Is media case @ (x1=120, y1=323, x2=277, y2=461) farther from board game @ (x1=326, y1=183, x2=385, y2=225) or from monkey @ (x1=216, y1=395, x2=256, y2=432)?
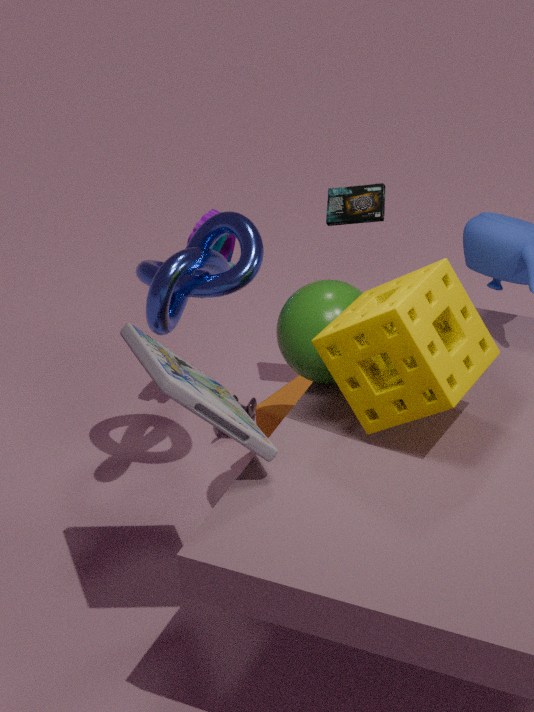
board game @ (x1=326, y1=183, x2=385, y2=225)
